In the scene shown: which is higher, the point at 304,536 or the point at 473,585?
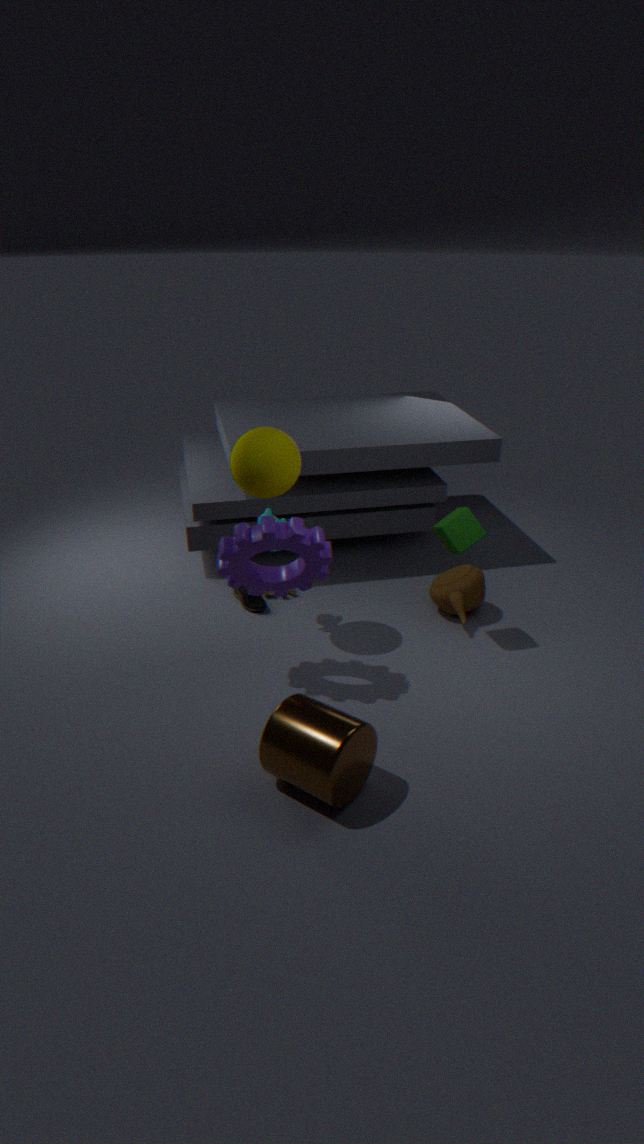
the point at 304,536
